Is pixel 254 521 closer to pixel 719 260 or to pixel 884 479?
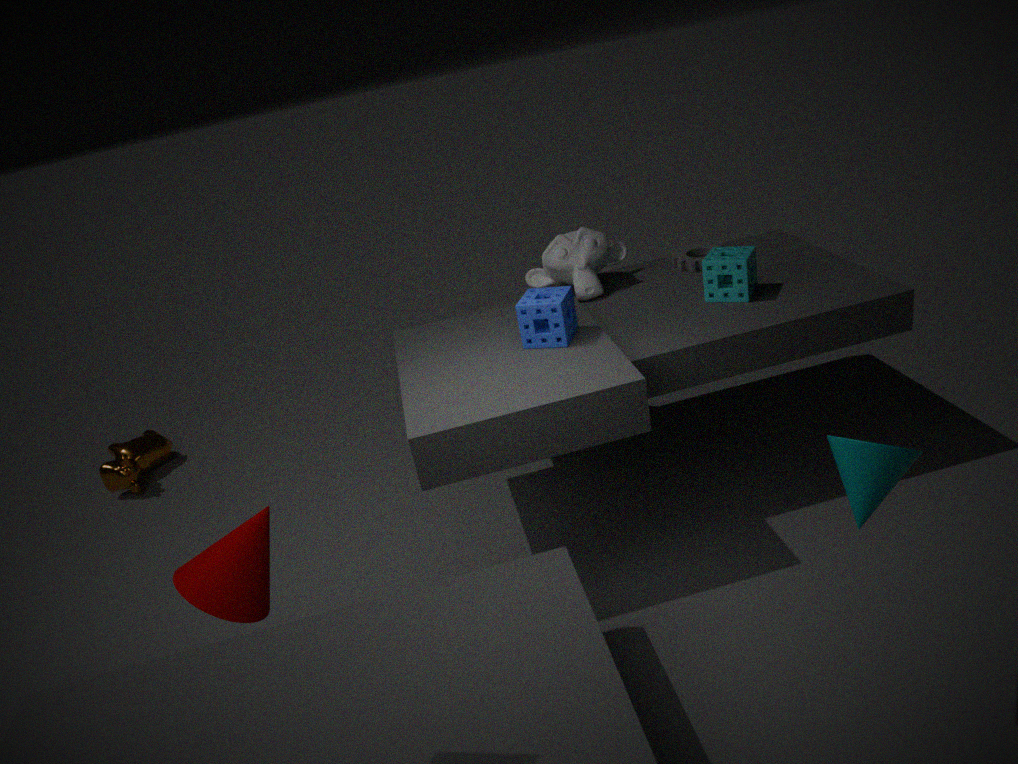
pixel 884 479
